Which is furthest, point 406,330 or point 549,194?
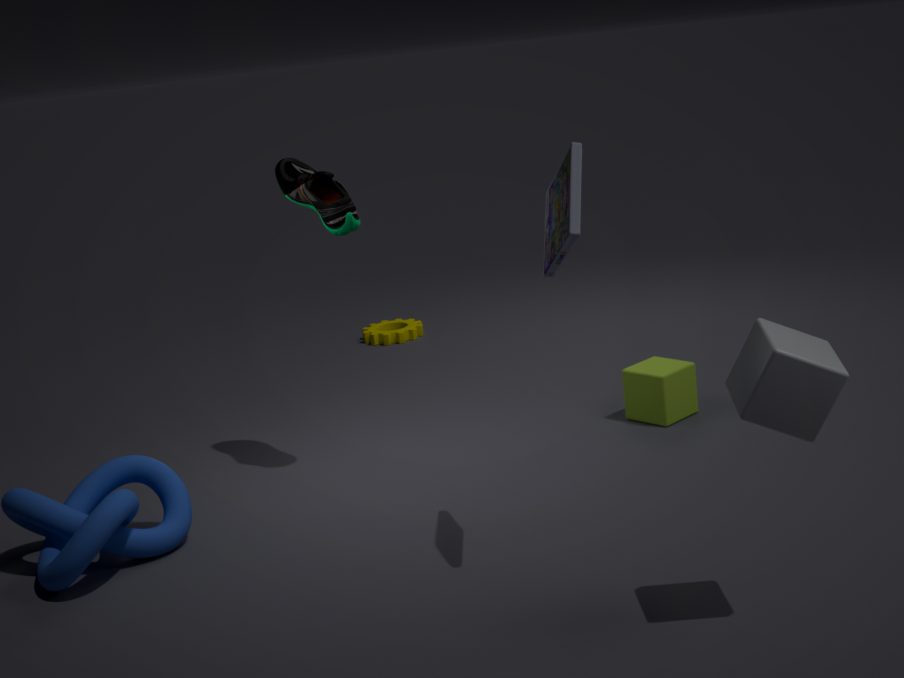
point 406,330
